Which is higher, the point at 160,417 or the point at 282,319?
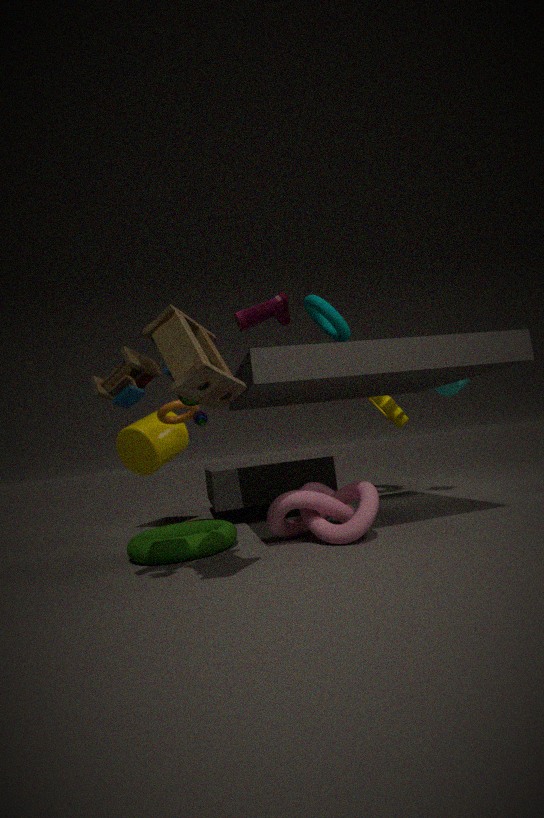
the point at 282,319
